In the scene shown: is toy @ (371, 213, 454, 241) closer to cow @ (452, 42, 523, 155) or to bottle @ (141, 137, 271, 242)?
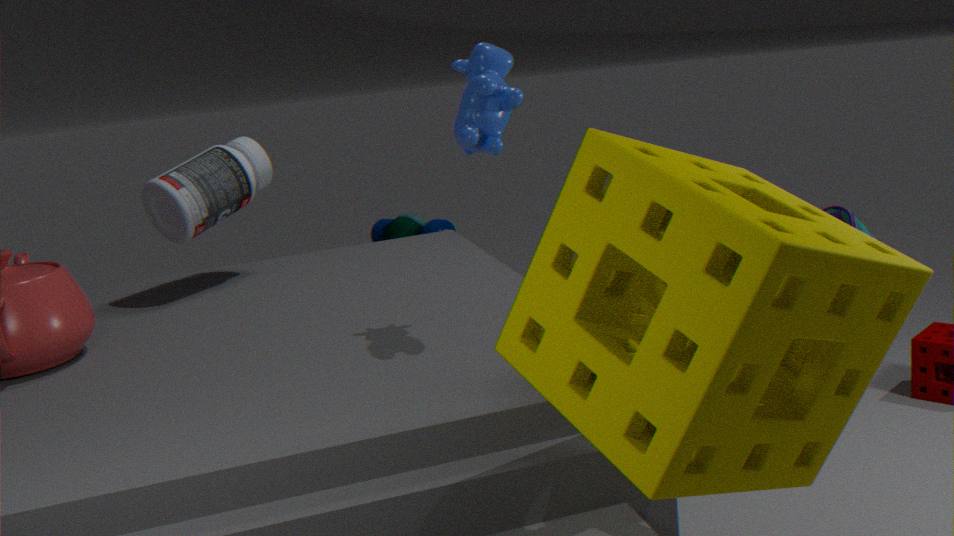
bottle @ (141, 137, 271, 242)
